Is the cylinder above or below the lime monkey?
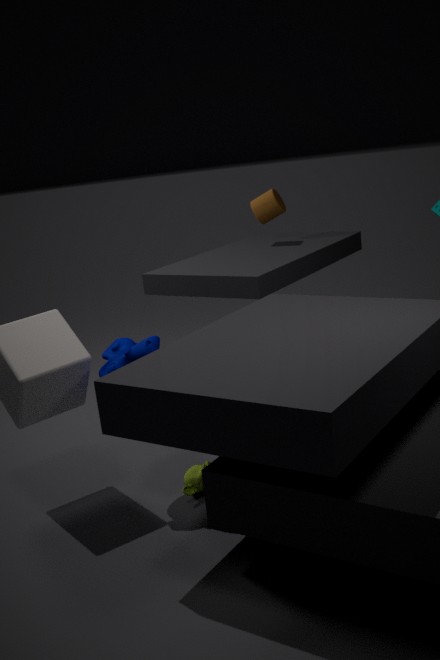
above
